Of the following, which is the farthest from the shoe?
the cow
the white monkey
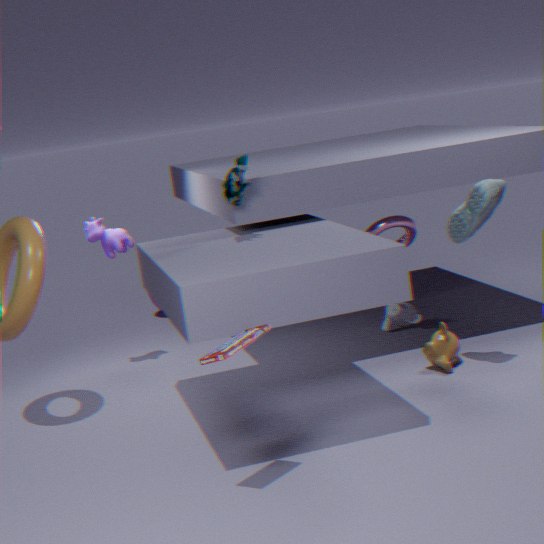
the cow
